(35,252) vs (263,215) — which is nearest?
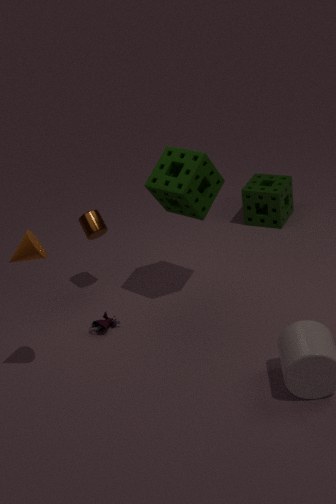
(35,252)
